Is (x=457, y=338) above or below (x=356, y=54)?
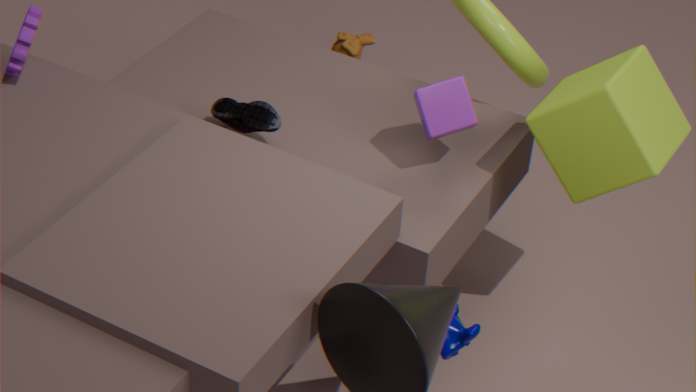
below
